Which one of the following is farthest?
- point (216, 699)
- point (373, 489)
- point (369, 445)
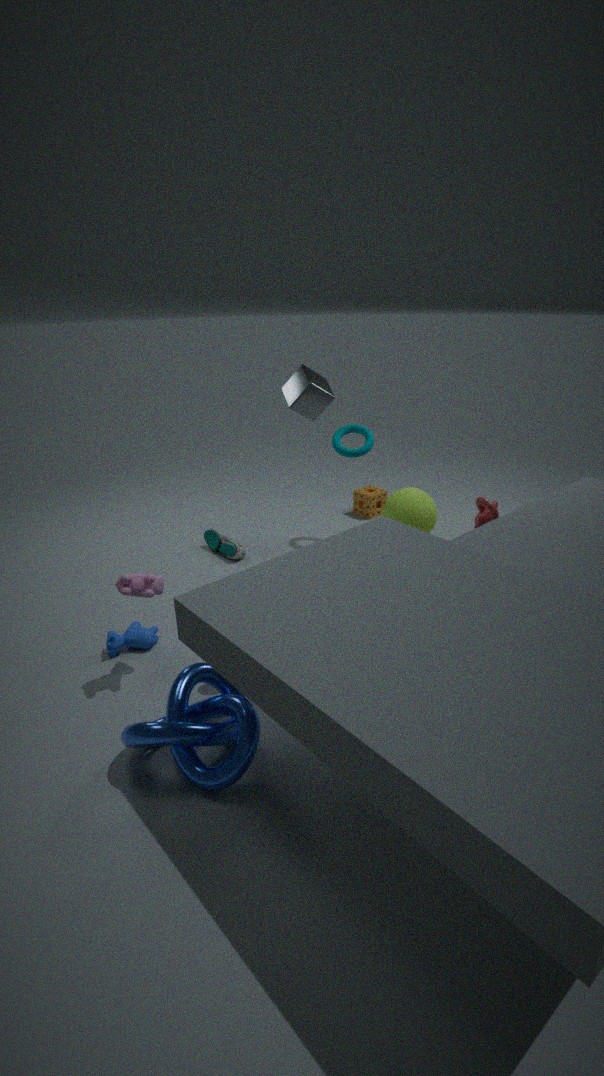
point (373, 489)
